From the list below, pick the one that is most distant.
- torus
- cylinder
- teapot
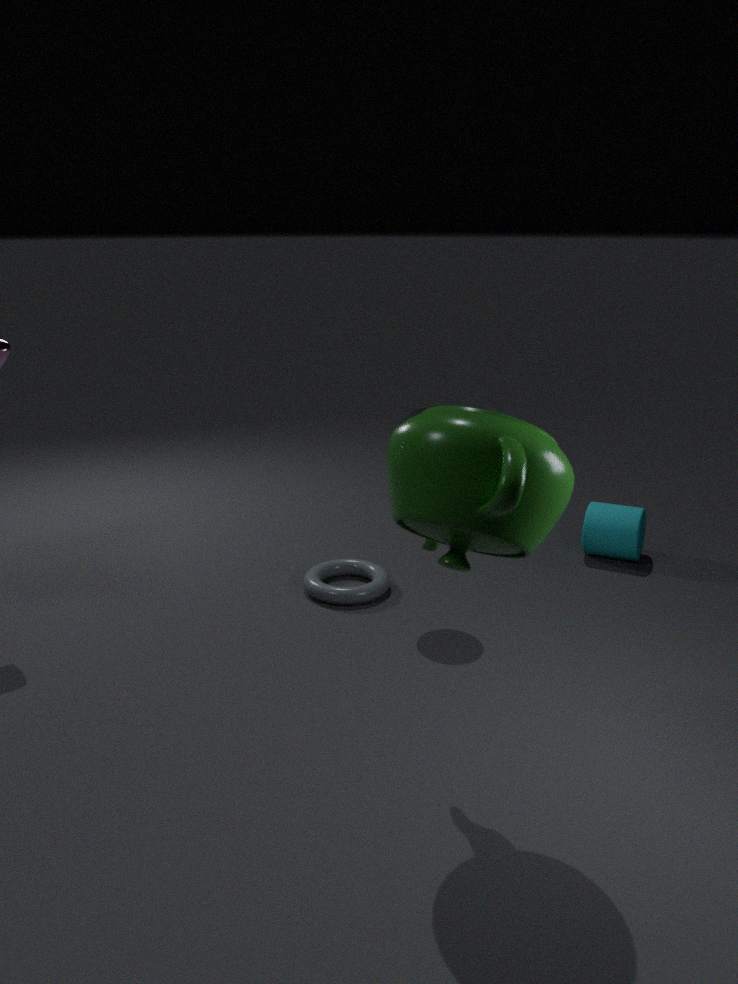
cylinder
